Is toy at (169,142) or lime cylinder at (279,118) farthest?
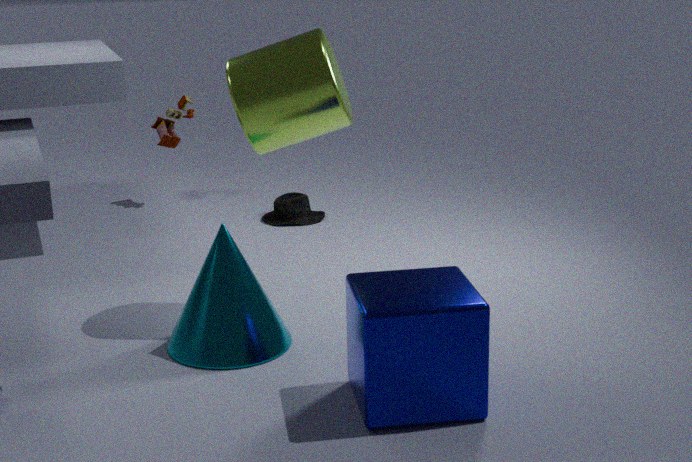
toy at (169,142)
